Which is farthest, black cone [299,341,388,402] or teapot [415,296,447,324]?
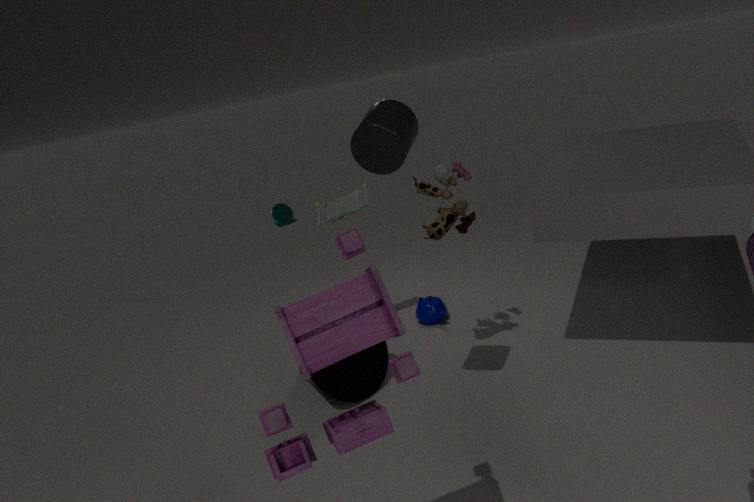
teapot [415,296,447,324]
